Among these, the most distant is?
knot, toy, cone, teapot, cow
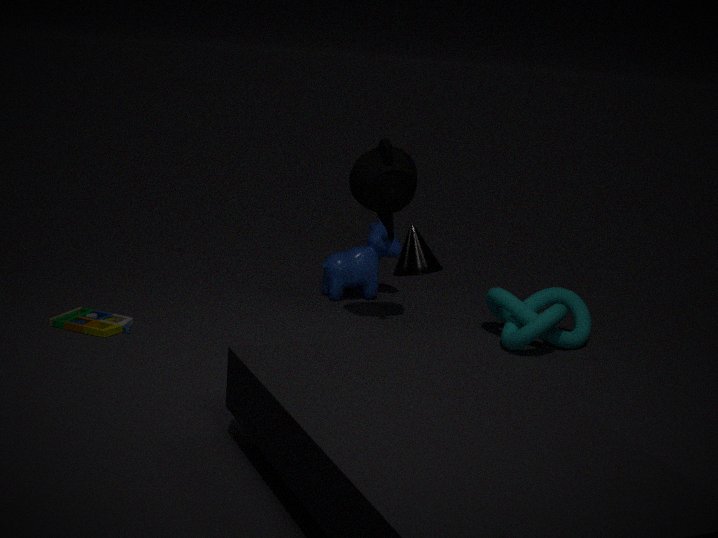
cow
